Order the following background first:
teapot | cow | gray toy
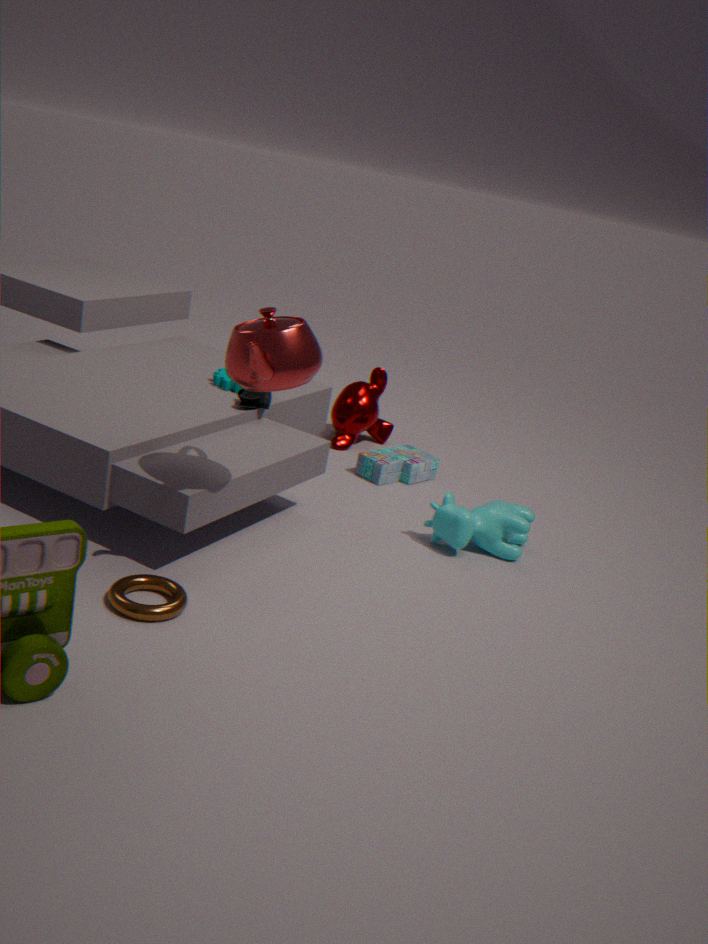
gray toy → cow → teapot
